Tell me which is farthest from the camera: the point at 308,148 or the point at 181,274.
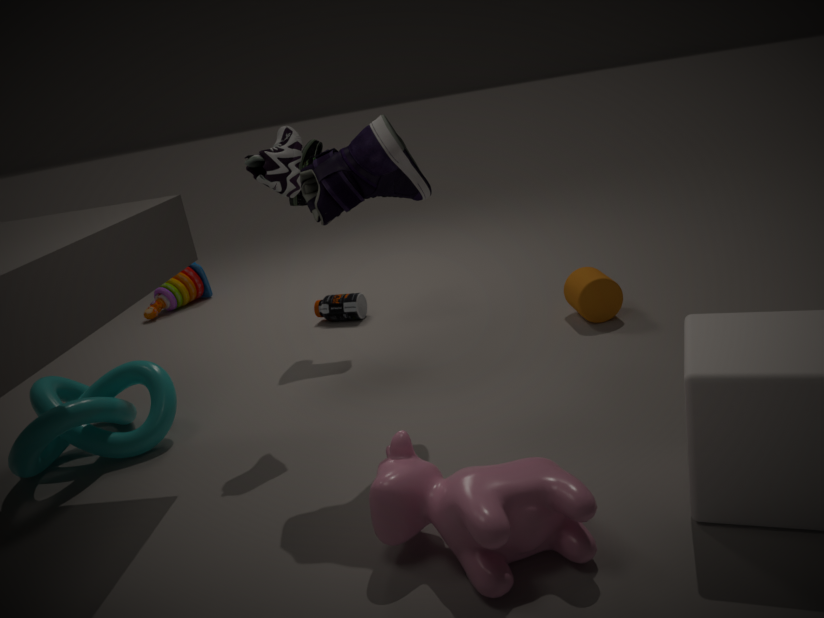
the point at 181,274
